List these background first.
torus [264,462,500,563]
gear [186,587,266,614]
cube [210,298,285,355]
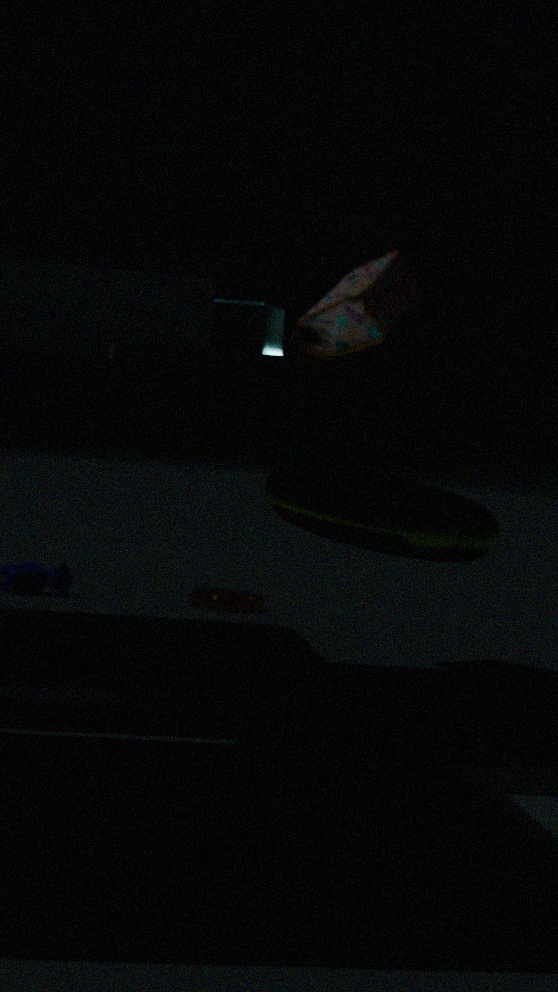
gear [186,587,266,614]
cube [210,298,285,355]
torus [264,462,500,563]
